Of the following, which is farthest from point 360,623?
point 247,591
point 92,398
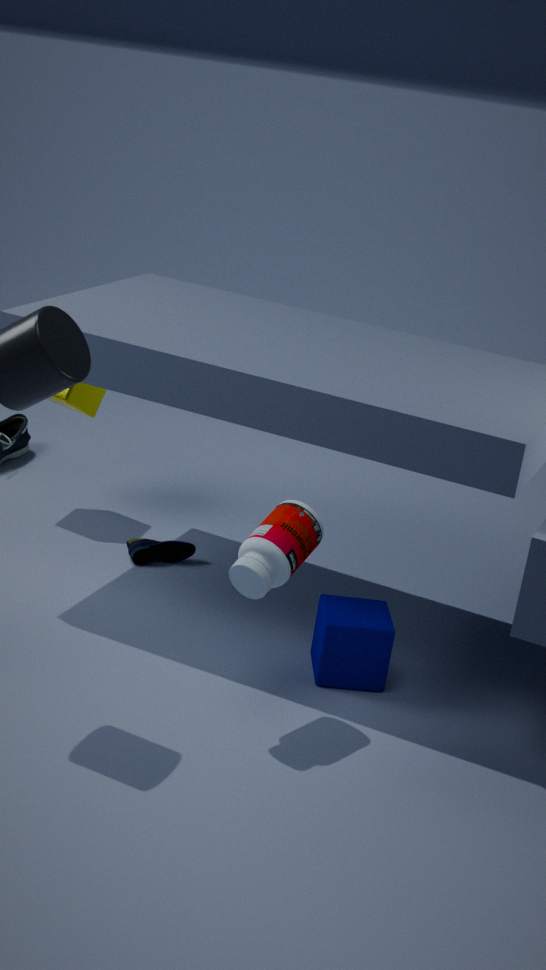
point 92,398
